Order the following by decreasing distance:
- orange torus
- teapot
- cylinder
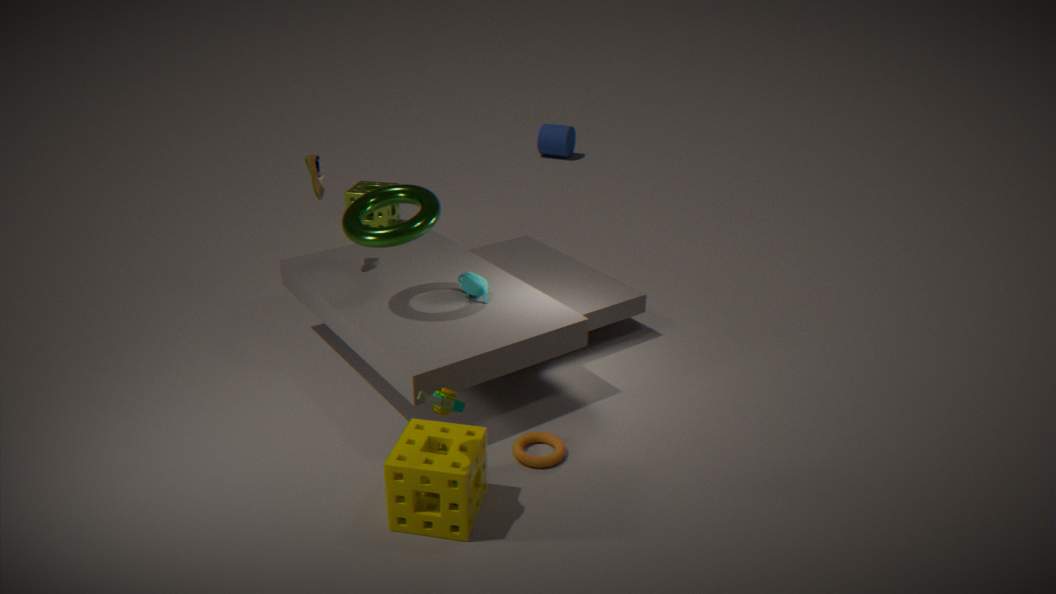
cylinder, teapot, orange torus
